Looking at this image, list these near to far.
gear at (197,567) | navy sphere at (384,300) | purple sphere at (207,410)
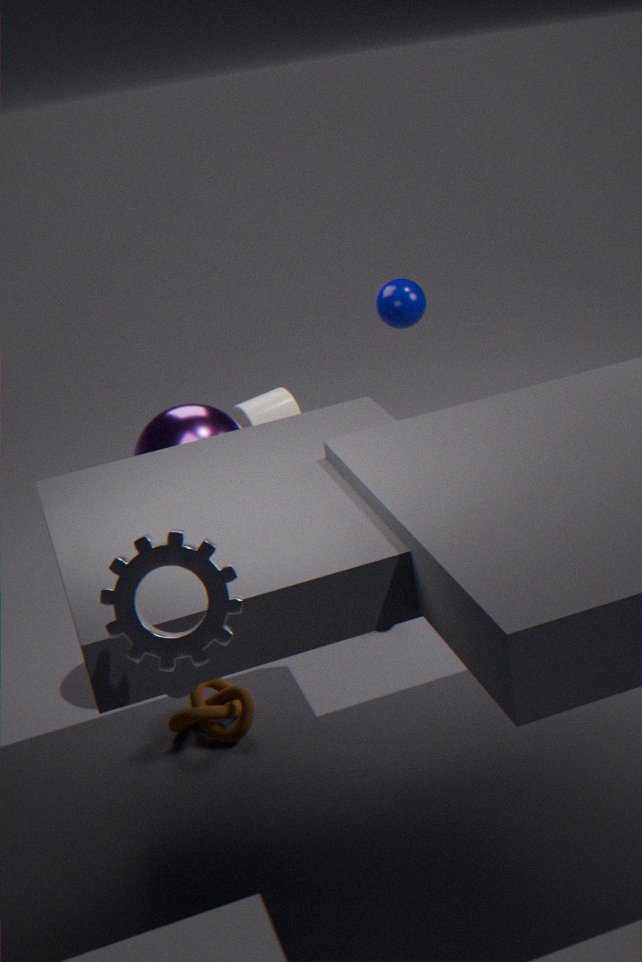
gear at (197,567) → purple sphere at (207,410) → navy sphere at (384,300)
